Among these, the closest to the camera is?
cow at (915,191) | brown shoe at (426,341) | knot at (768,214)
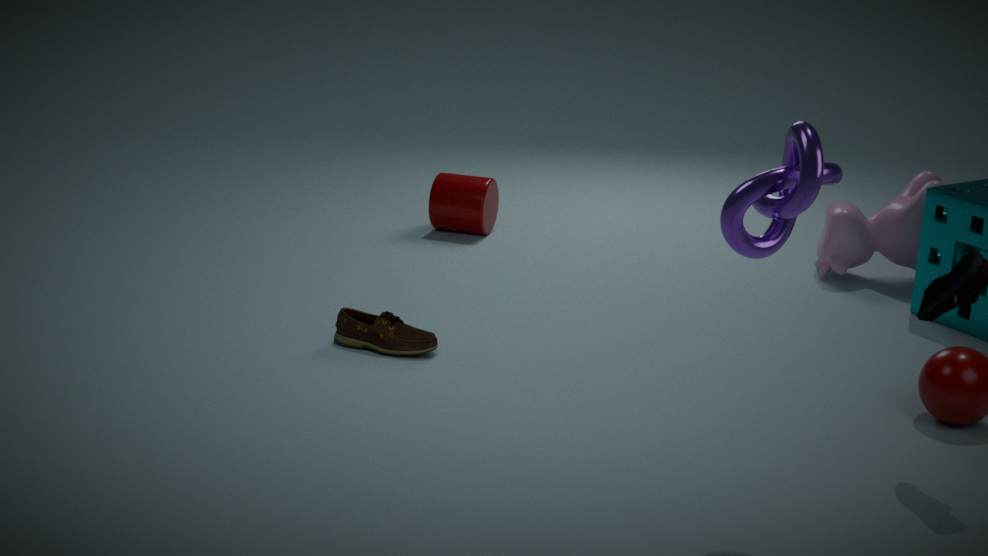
knot at (768,214)
